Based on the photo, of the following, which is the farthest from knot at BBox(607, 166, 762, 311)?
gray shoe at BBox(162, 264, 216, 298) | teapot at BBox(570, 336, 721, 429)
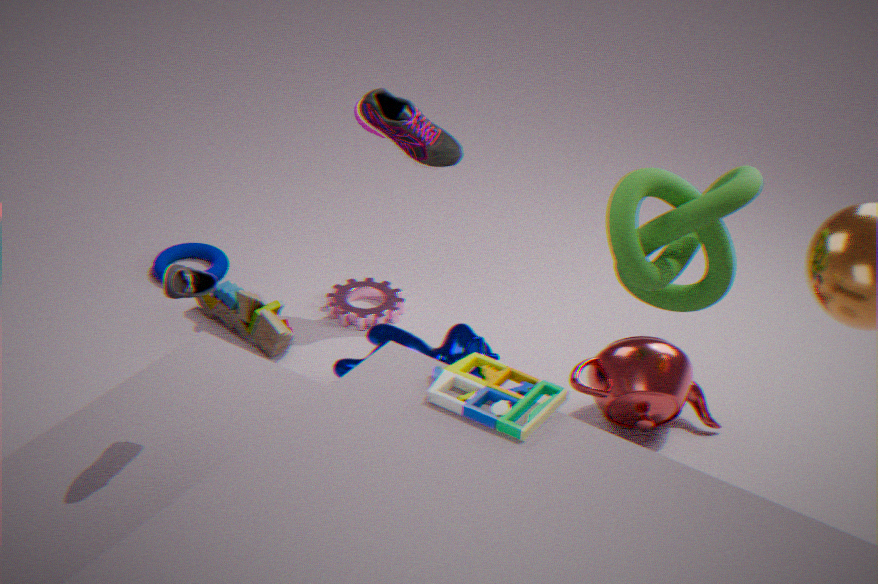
gray shoe at BBox(162, 264, 216, 298)
